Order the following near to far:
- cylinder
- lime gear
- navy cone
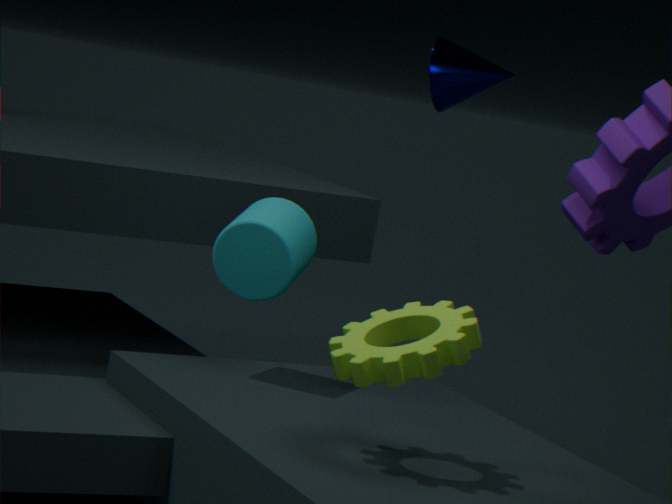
lime gear < cylinder < navy cone
